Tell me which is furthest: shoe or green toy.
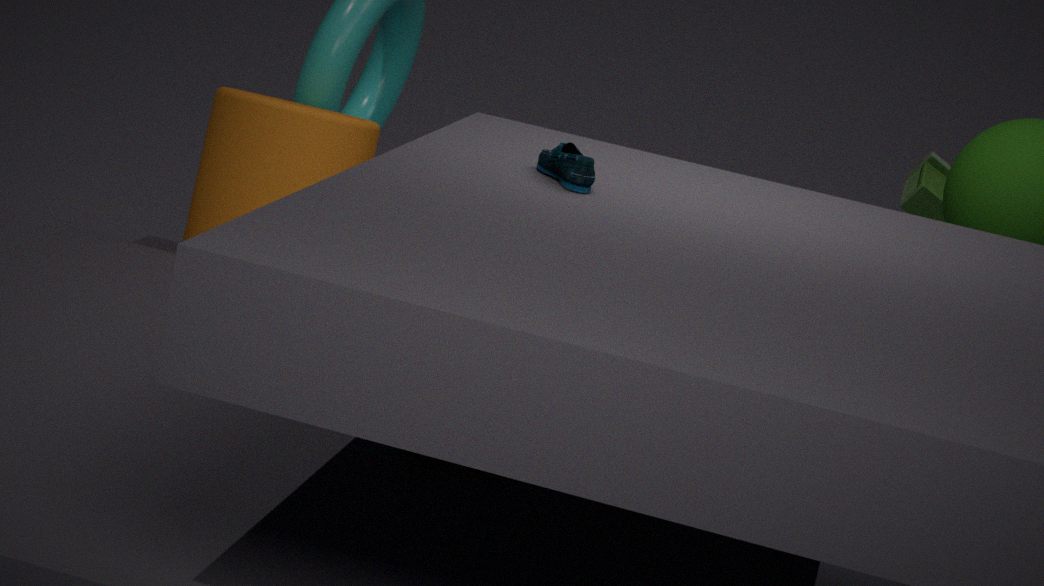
green toy
